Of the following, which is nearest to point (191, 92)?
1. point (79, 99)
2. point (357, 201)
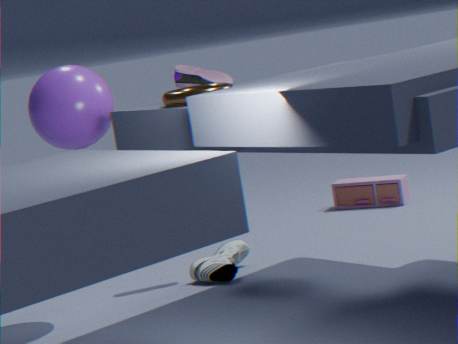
→ point (79, 99)
